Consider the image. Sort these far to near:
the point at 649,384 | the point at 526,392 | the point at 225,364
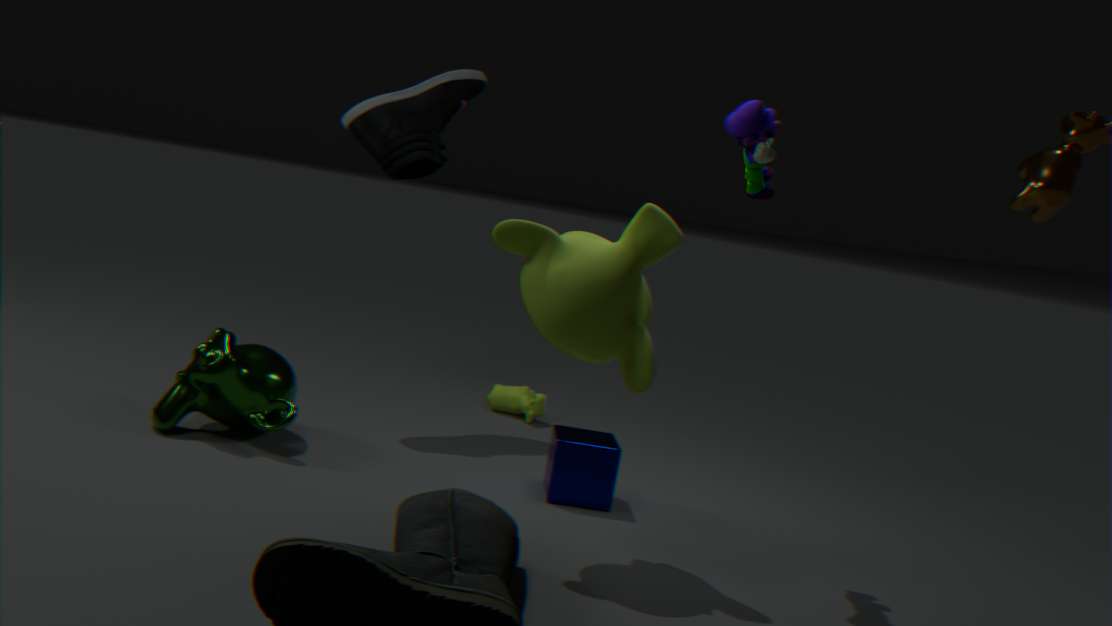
the point at 526,392 → the point at 225,364 → the point at 649,384
